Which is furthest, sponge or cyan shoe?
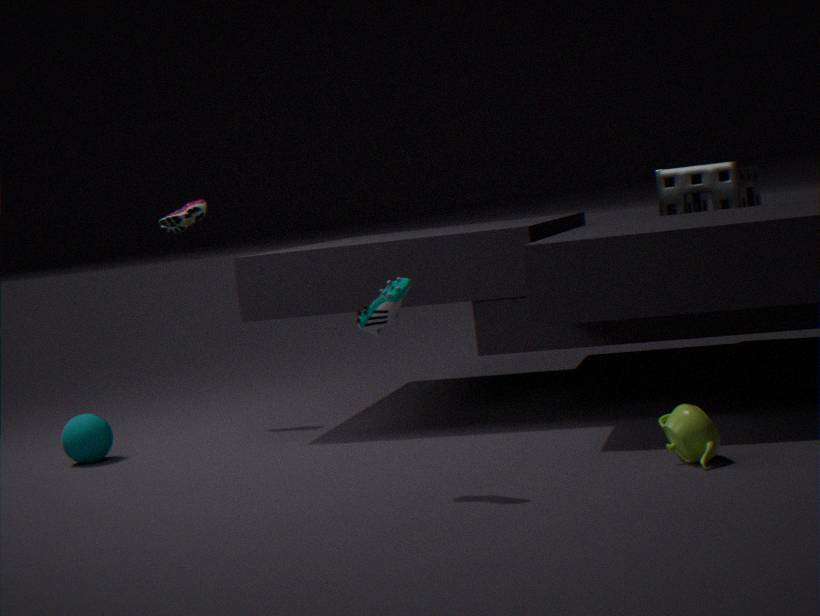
sponge
